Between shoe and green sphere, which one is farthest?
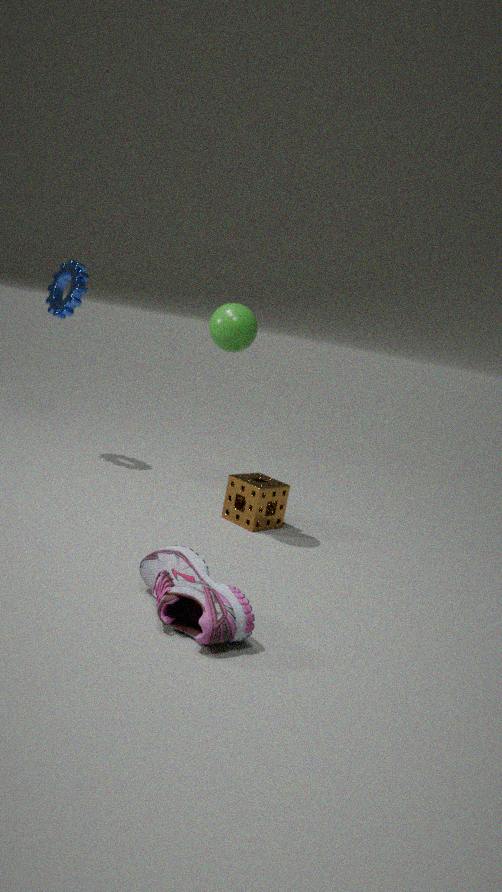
green sphere
